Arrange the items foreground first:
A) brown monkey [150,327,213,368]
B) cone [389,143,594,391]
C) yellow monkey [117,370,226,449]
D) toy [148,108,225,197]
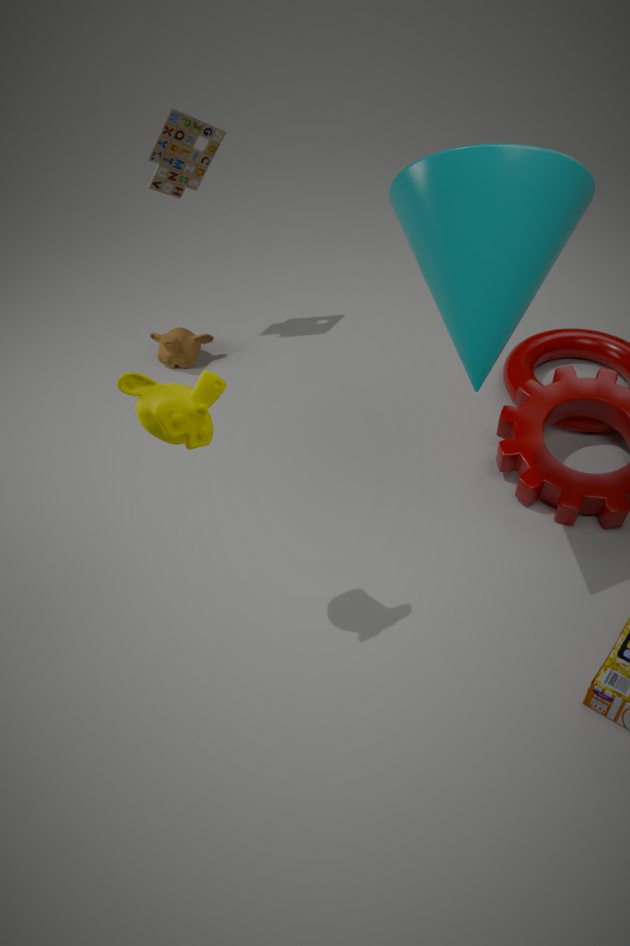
cone [389,143,594,391] → yellow monkey [117,370,226,449] → toy [148,108,225,197] → brown monkey [150,327,213,368]
